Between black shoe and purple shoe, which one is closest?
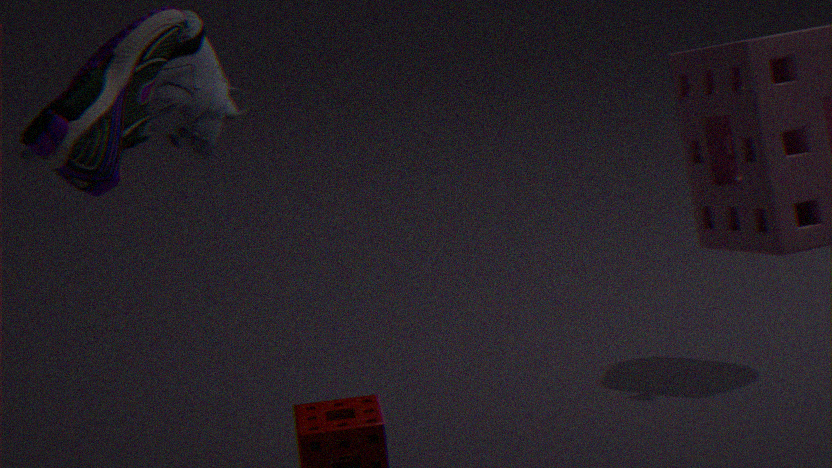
purple shoe
